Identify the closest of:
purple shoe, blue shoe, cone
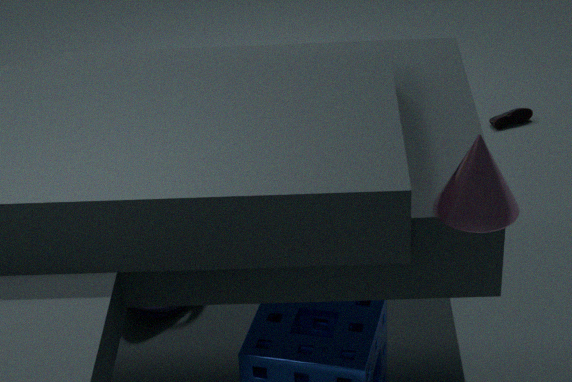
cone
